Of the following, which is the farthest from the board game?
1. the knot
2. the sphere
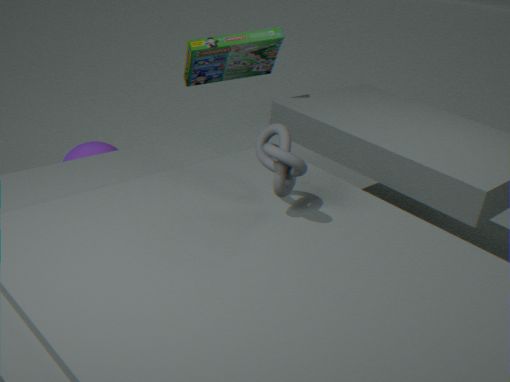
the knot
